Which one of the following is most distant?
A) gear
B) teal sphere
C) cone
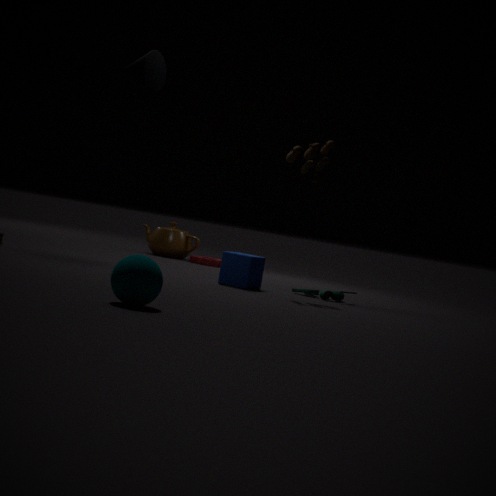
gear
